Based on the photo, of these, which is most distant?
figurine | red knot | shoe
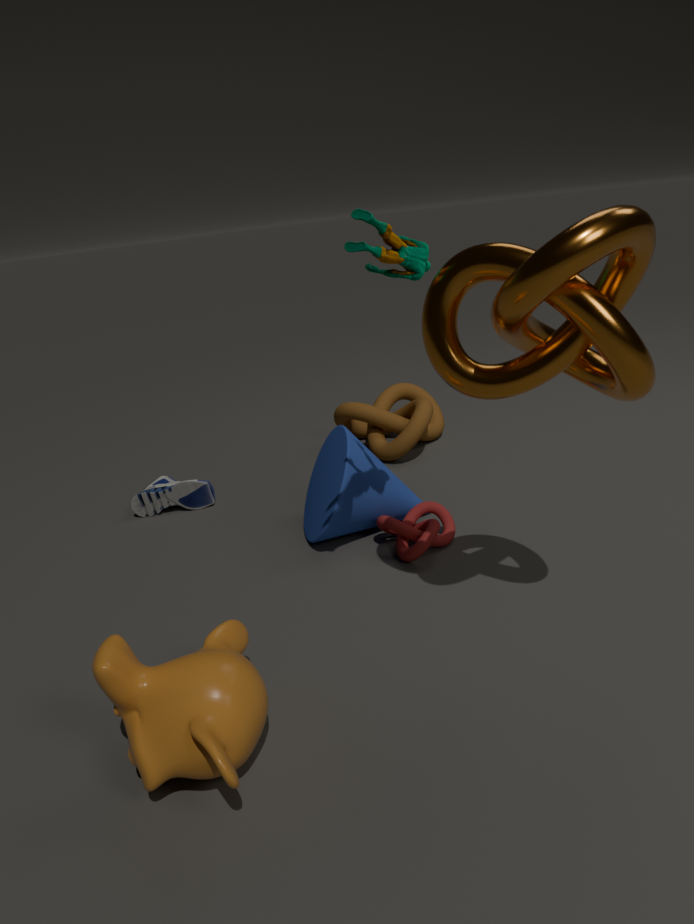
shoe
